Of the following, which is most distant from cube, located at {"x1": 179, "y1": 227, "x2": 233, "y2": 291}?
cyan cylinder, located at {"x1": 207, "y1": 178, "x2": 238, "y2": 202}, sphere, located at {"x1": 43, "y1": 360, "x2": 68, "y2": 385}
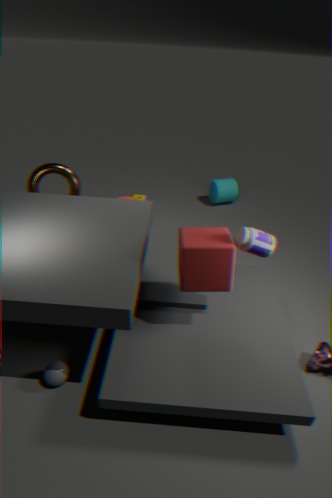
cyan cylinder, located at {"x1": 207, "y1": 178, "x2": 238, "y2": 202}
